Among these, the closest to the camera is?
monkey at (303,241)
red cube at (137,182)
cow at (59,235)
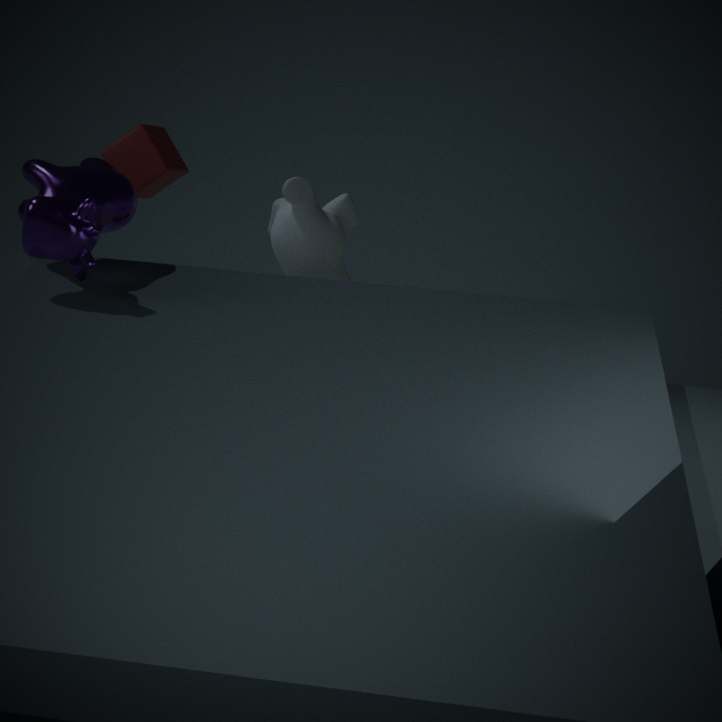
cow at (59,235)
